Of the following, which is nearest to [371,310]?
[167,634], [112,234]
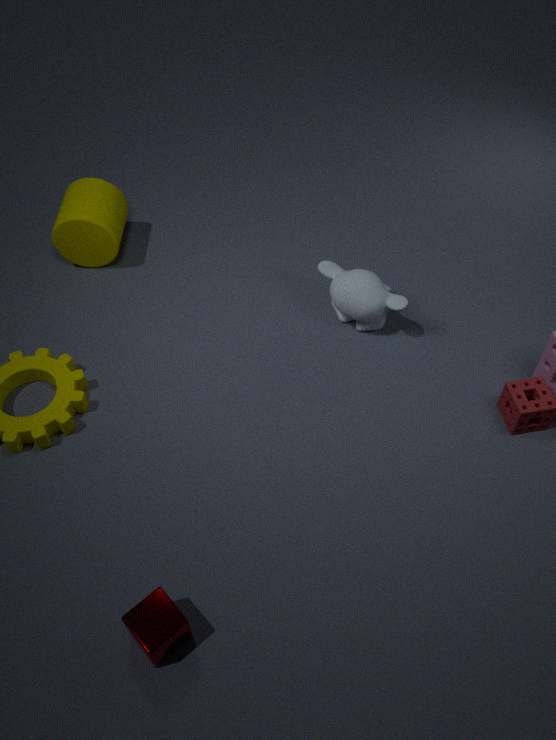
[112,234]
